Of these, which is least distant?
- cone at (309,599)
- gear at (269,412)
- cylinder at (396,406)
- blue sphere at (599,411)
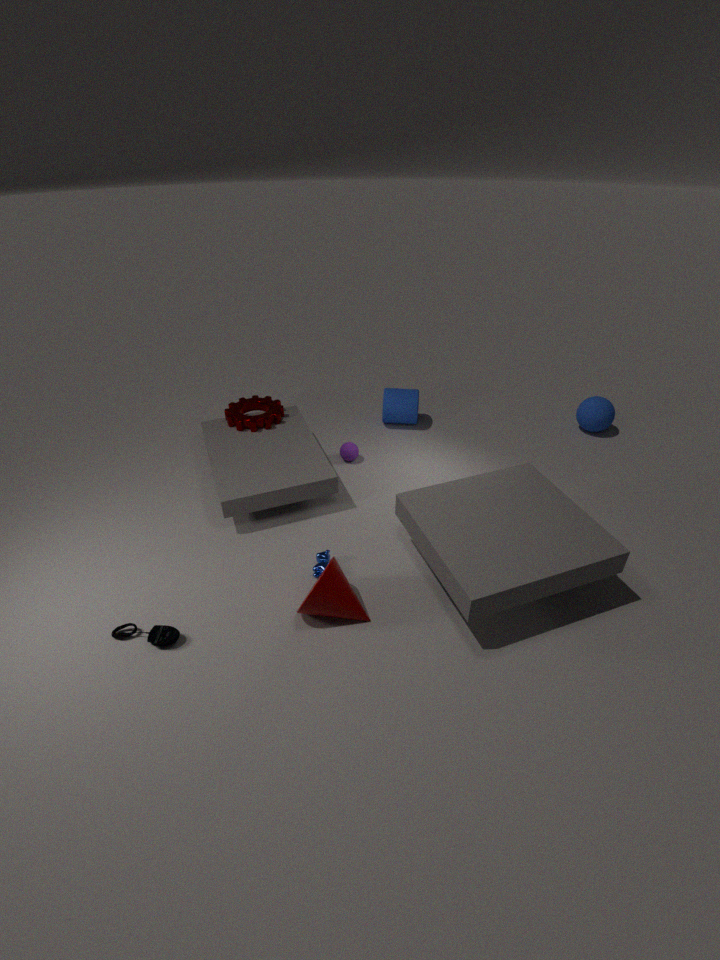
cone at (309,599)
